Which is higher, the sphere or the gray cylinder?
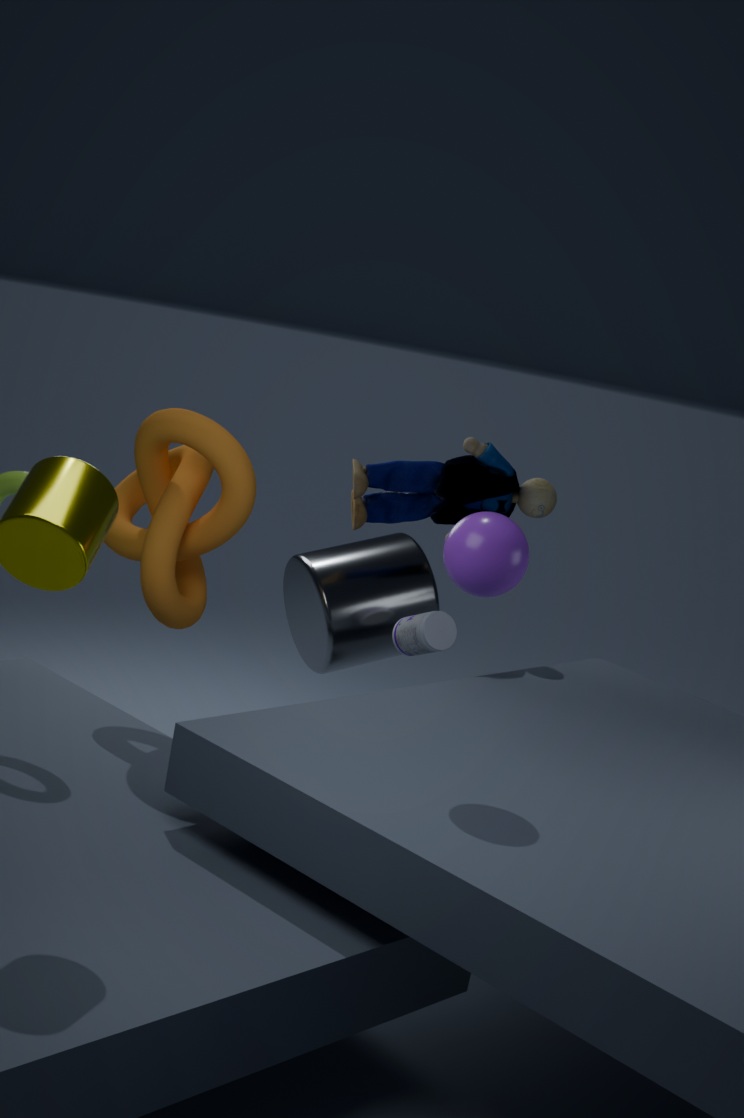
the sphere
